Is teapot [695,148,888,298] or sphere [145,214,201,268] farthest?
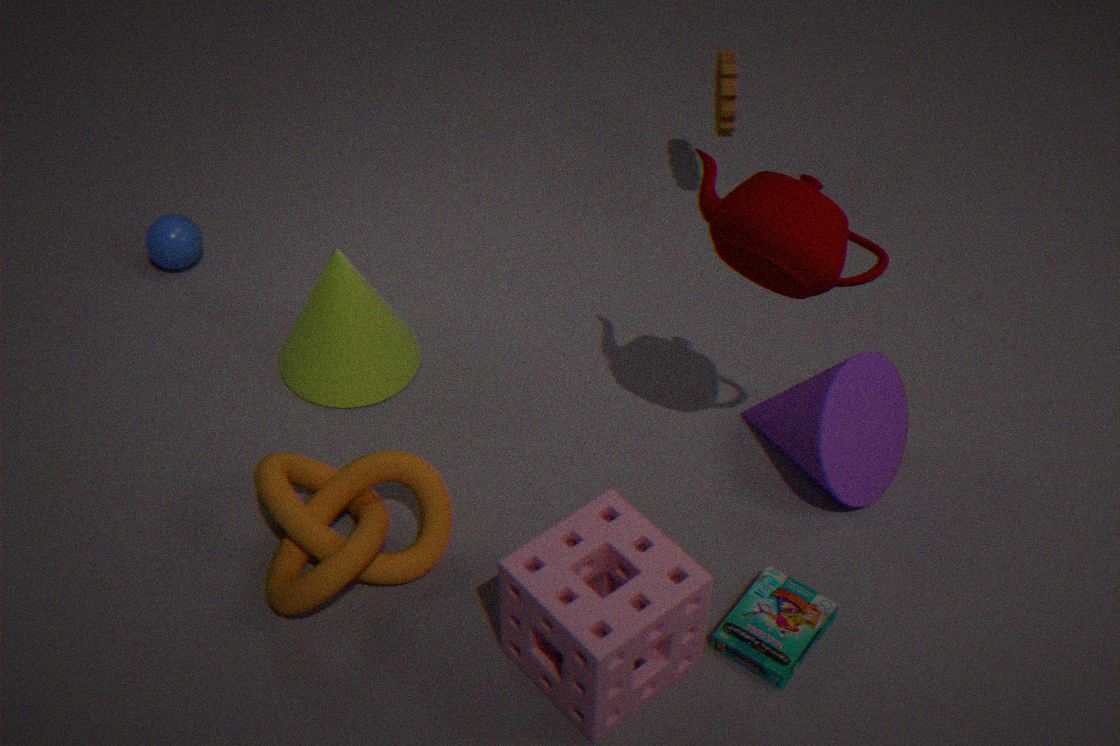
sphere [145,214,201,268]
